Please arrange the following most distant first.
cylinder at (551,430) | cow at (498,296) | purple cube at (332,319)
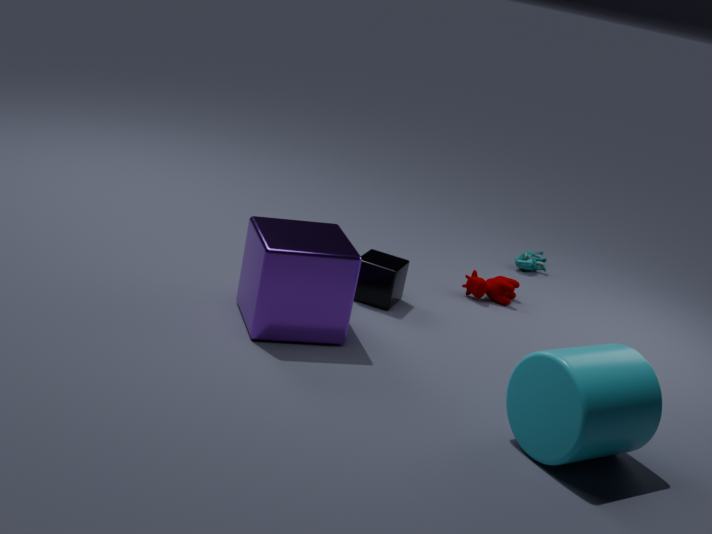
cow at (498,296) → purple cube at (332,319) → cylinder at (551,430)
